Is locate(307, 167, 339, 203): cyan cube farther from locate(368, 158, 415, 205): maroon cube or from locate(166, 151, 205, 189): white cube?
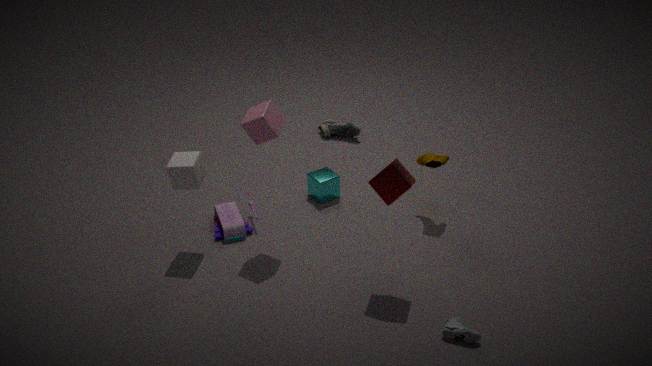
locate(368, 158, 415, 205): maroon cube
